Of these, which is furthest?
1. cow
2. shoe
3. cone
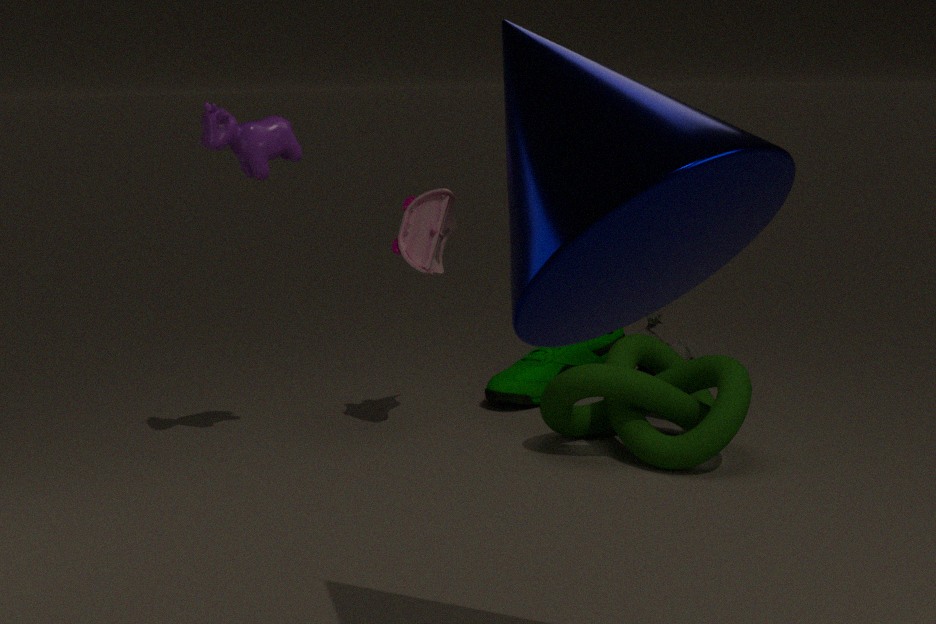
shoe
